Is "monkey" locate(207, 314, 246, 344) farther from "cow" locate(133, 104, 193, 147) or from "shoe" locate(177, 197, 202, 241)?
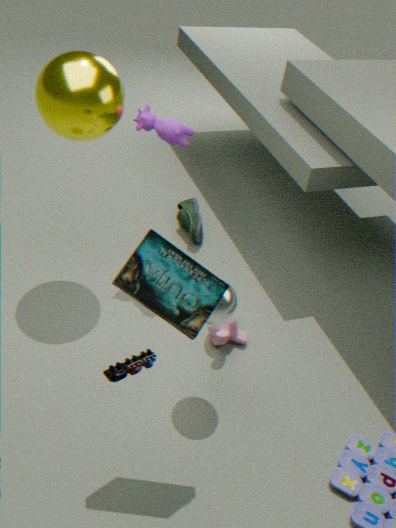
"cow" locate(133, 104, 193, 147)
